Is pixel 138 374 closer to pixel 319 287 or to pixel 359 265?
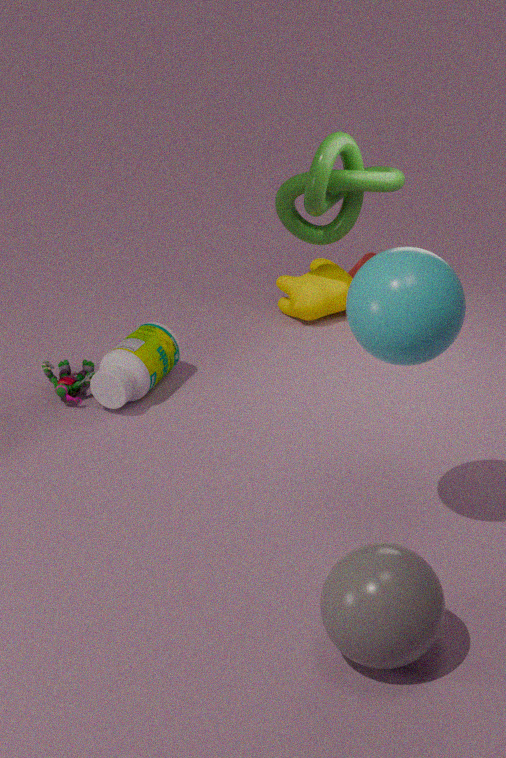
pixel 319 287
